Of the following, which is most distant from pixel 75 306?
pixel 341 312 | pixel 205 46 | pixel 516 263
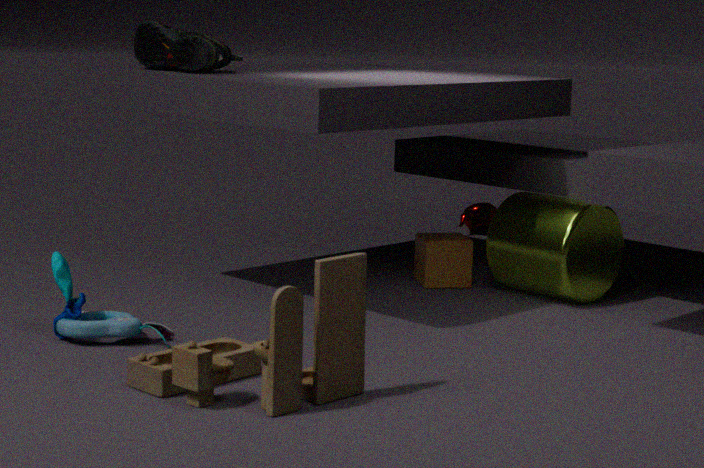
pixel 516 263
